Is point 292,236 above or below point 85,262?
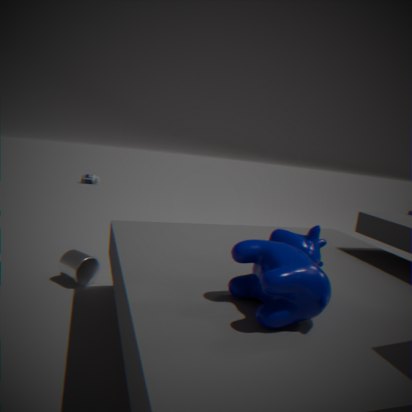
above
